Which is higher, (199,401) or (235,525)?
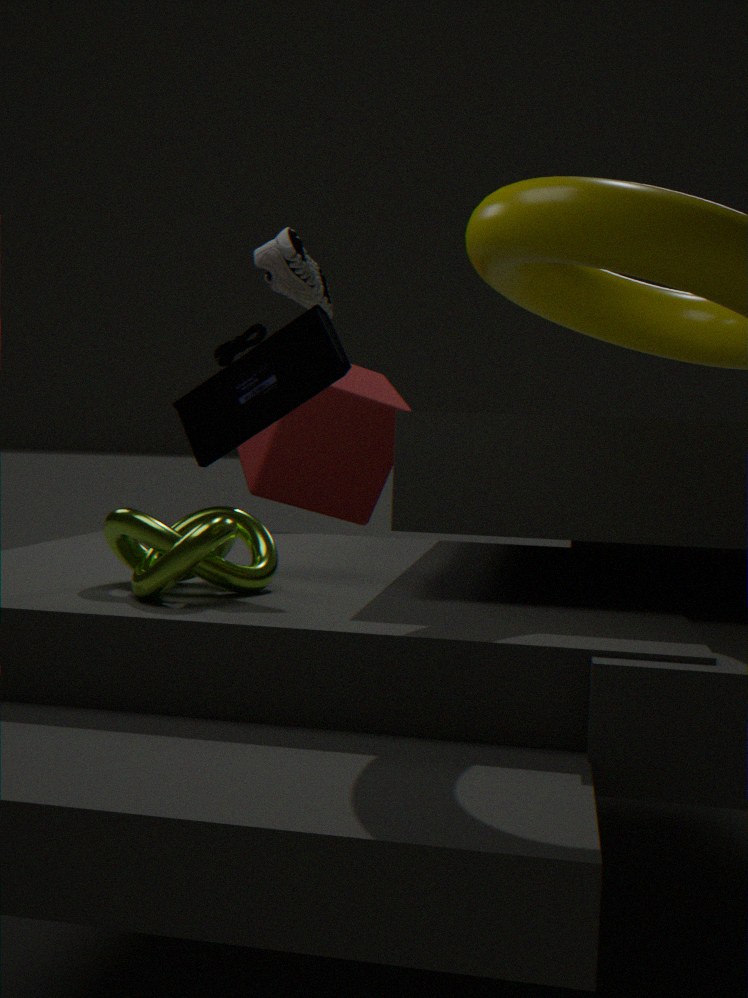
(199,401)
